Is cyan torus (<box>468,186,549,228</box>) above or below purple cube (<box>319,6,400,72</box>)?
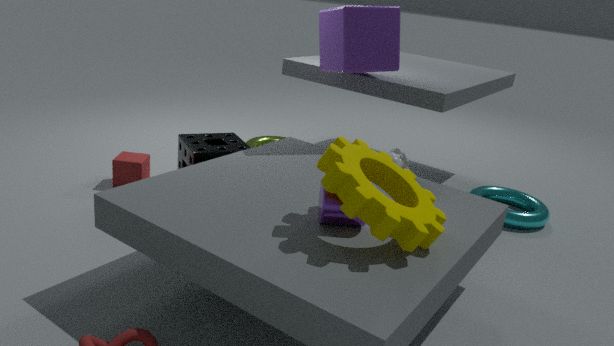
below
